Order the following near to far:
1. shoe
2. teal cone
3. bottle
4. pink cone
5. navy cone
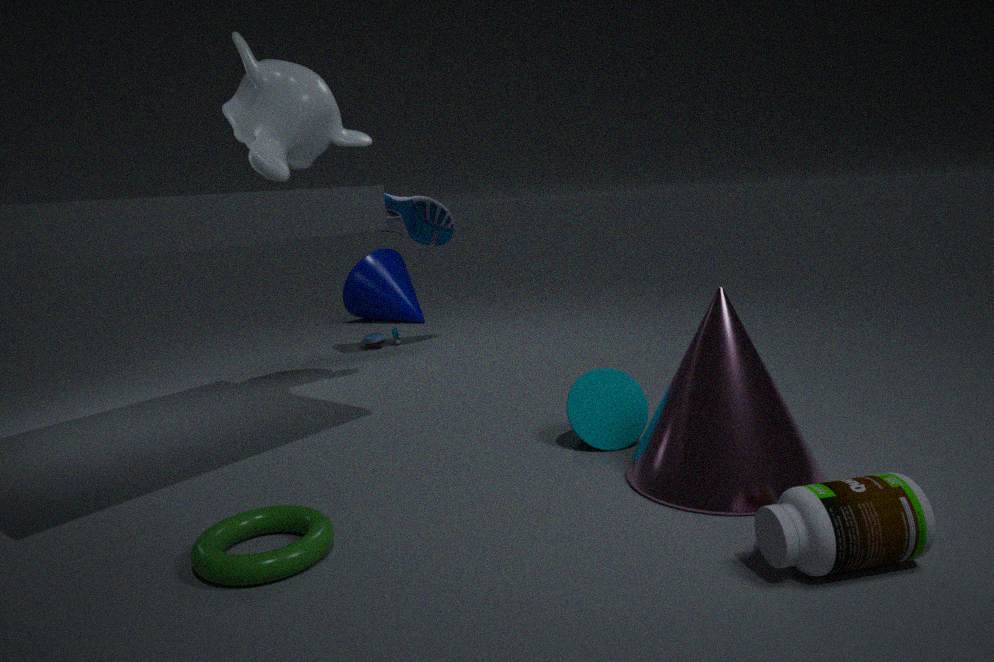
bottle
pink cone
teal cone
shoe
navy cone
